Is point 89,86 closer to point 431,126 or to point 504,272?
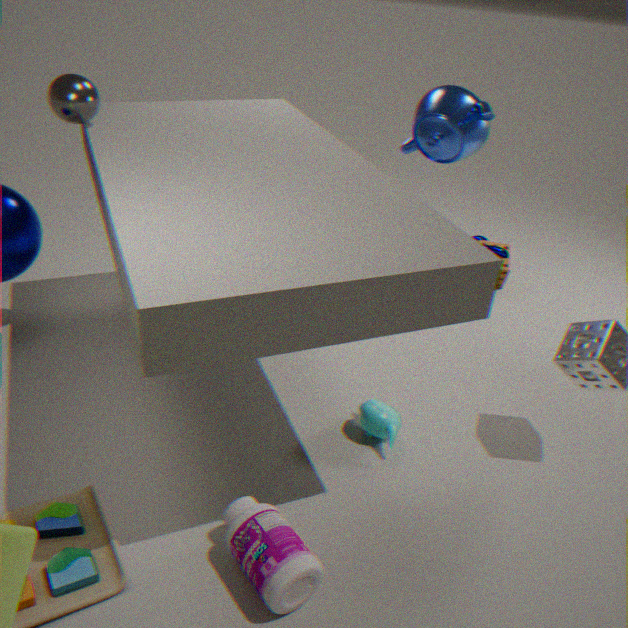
point 431,126
